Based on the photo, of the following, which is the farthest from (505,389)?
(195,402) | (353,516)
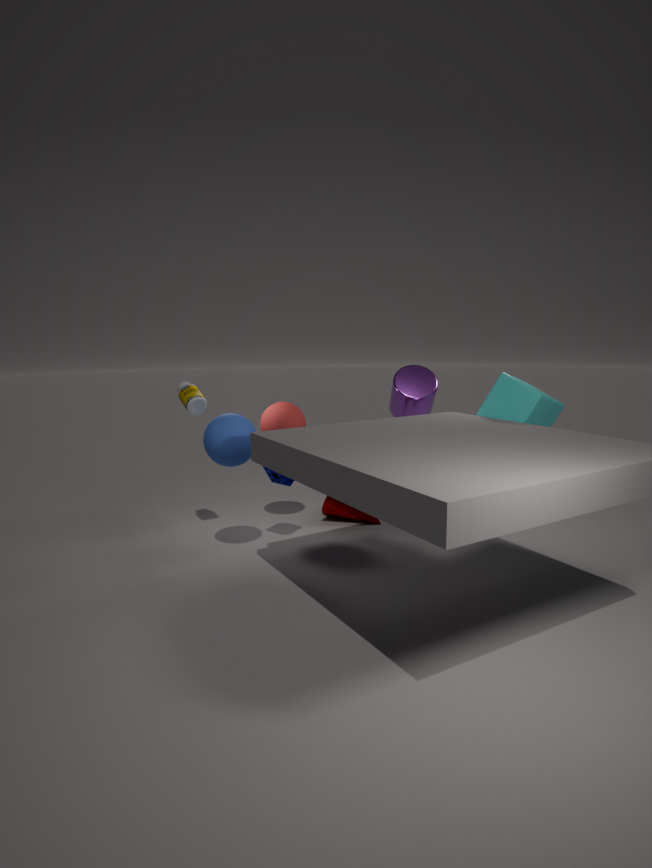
(195,402)
